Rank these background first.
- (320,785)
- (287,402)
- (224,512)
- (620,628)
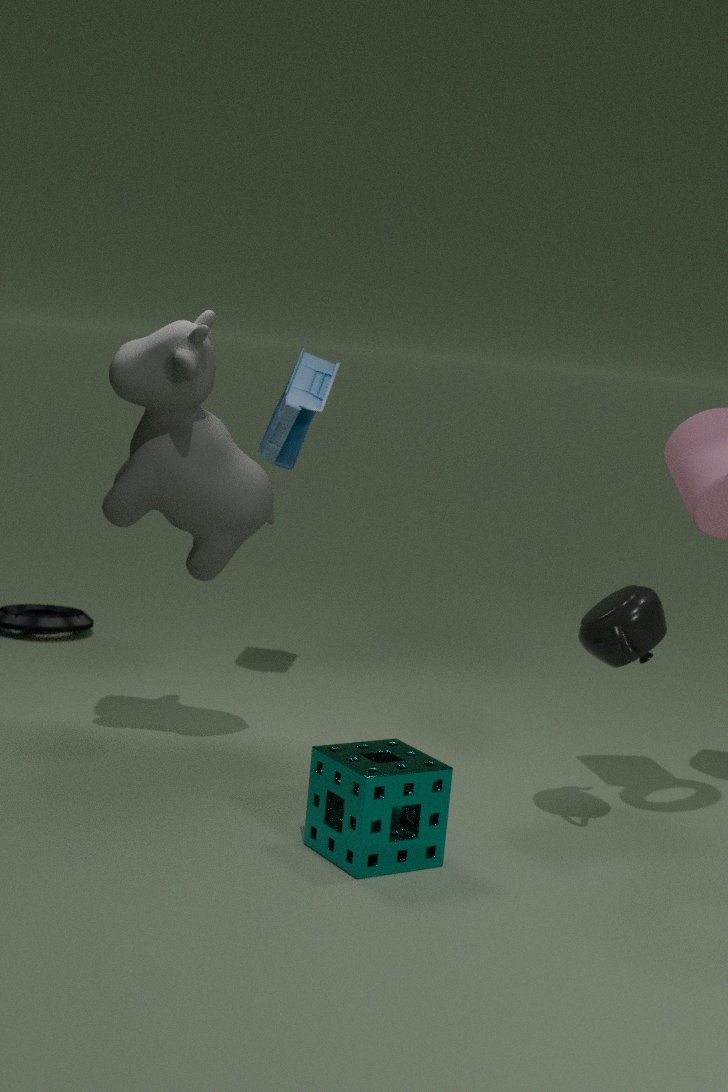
(287,402)
(224,512)
(620,628)
(320,785)
